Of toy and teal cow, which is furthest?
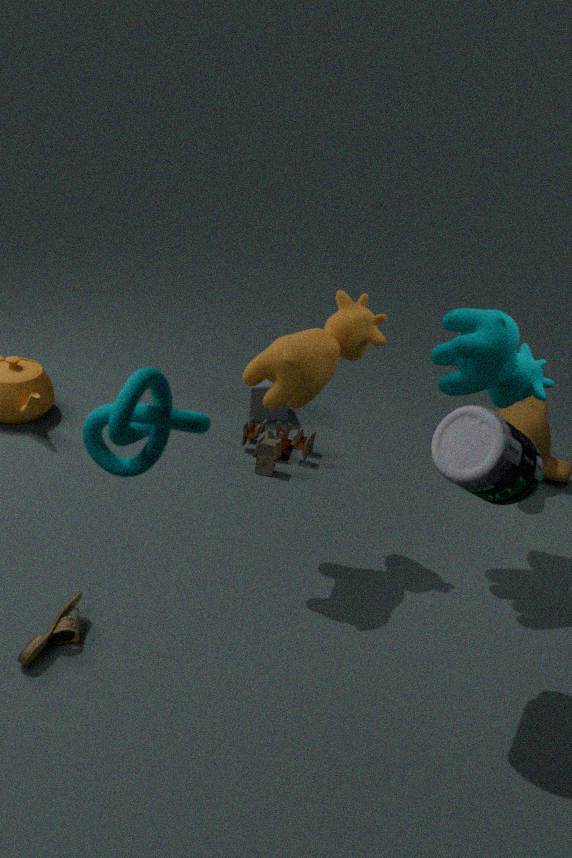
toy
